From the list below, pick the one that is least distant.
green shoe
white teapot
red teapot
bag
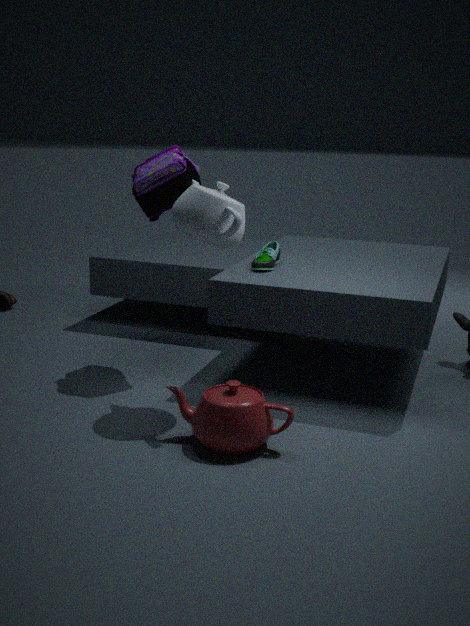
red teapot
